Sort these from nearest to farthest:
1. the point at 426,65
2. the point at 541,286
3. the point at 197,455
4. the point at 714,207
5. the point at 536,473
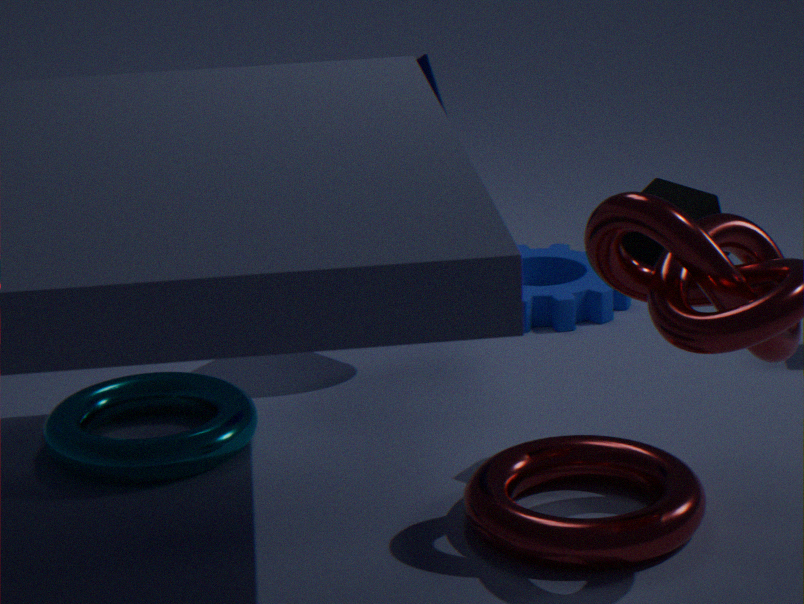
the point at 714,207 < the point at 536,473 < the point at 197,455 < the point at 426,65 < the point at 541,286
